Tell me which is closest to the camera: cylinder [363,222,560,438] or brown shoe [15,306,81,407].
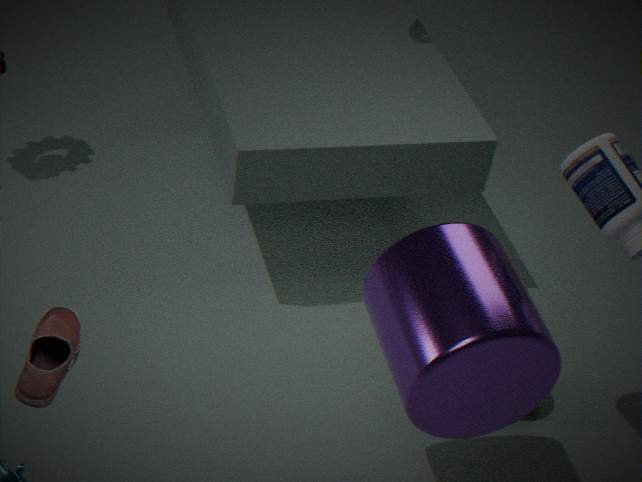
brown shoe [15,306,81,407]
